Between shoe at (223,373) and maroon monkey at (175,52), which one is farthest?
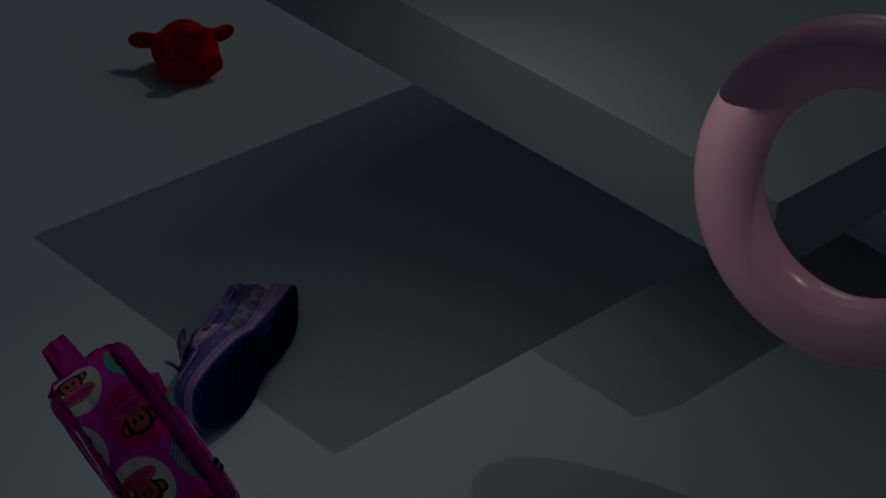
maroon monkey at (175,52)
